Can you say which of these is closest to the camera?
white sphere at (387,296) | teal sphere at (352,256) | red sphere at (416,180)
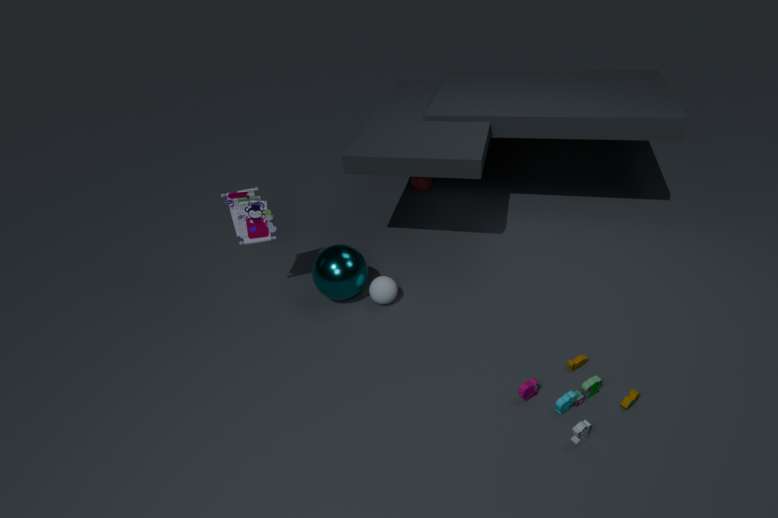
teal sphere at (352,256)
